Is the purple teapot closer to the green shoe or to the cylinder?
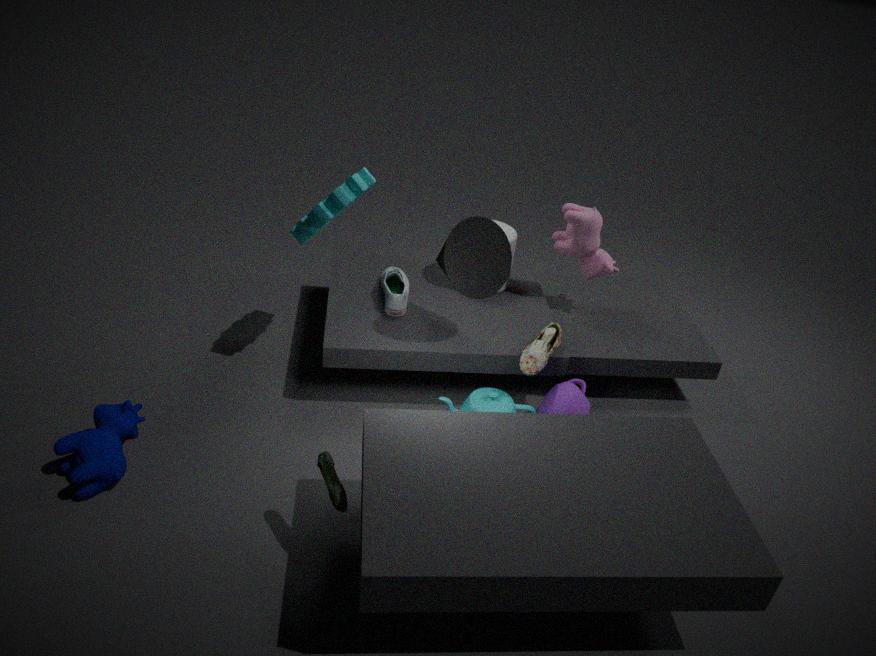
the cylinder
